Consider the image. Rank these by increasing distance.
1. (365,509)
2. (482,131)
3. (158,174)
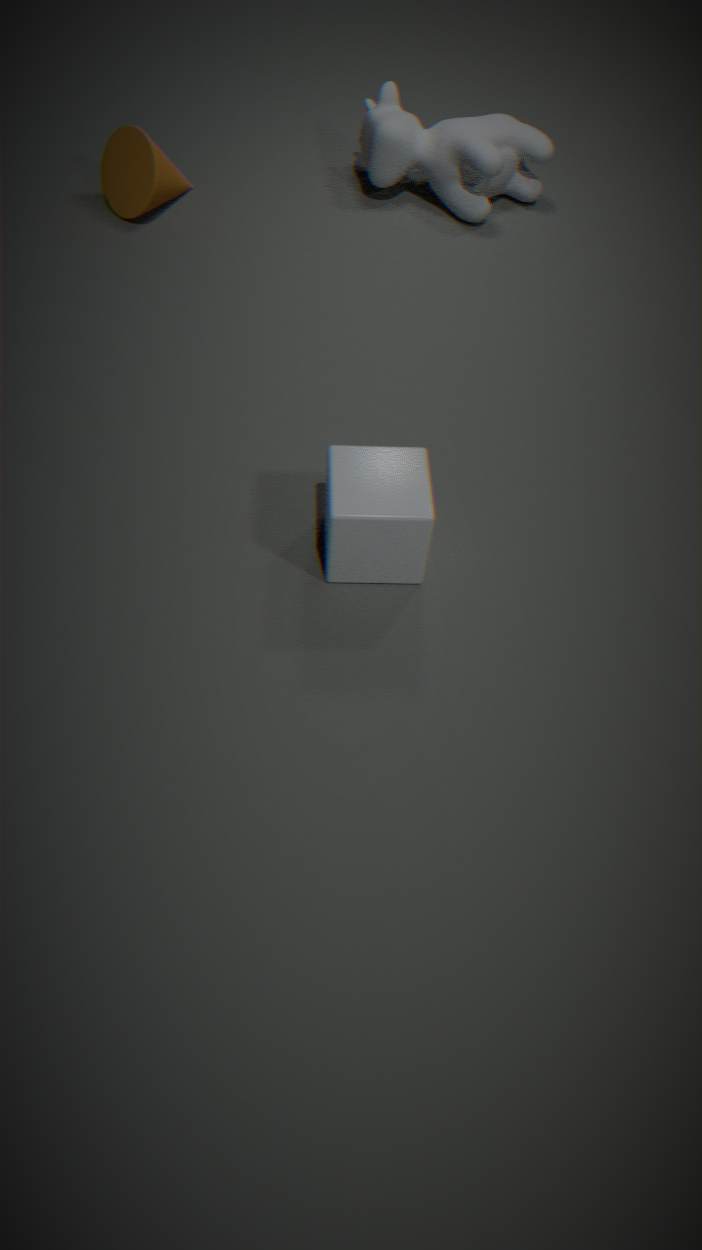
(365,509) < (158,174) < (482,131)
